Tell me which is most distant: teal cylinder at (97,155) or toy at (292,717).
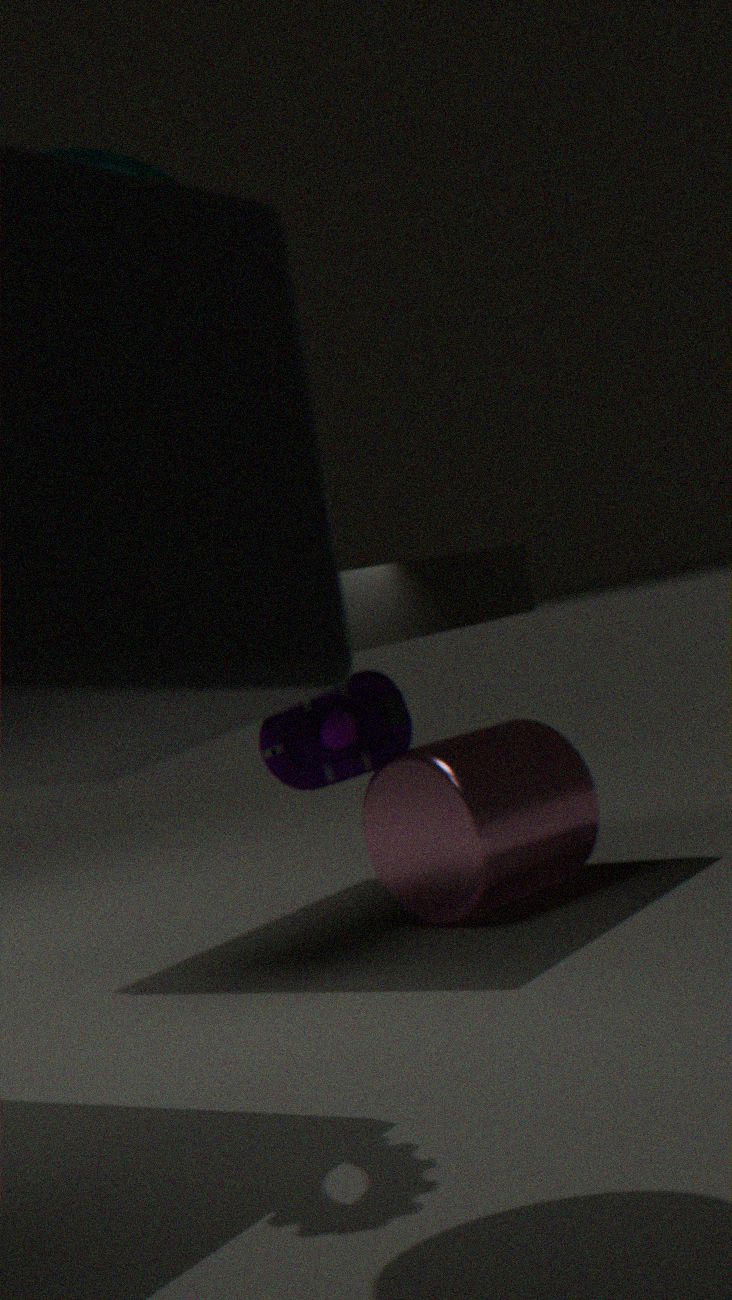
toy at (292,717)
